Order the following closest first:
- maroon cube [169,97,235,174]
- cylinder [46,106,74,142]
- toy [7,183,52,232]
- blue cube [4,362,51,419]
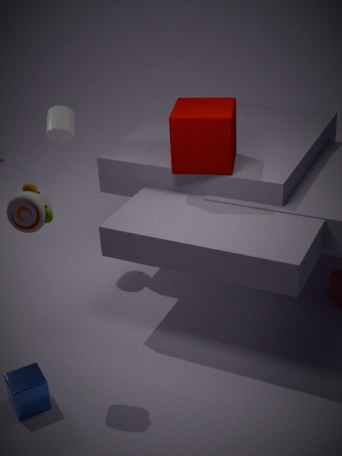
toy [7,183,52,232]
blue cube [4,362,51,419]
maroon cube [169,97,235,174]
cylinder [46,106,74,142]
